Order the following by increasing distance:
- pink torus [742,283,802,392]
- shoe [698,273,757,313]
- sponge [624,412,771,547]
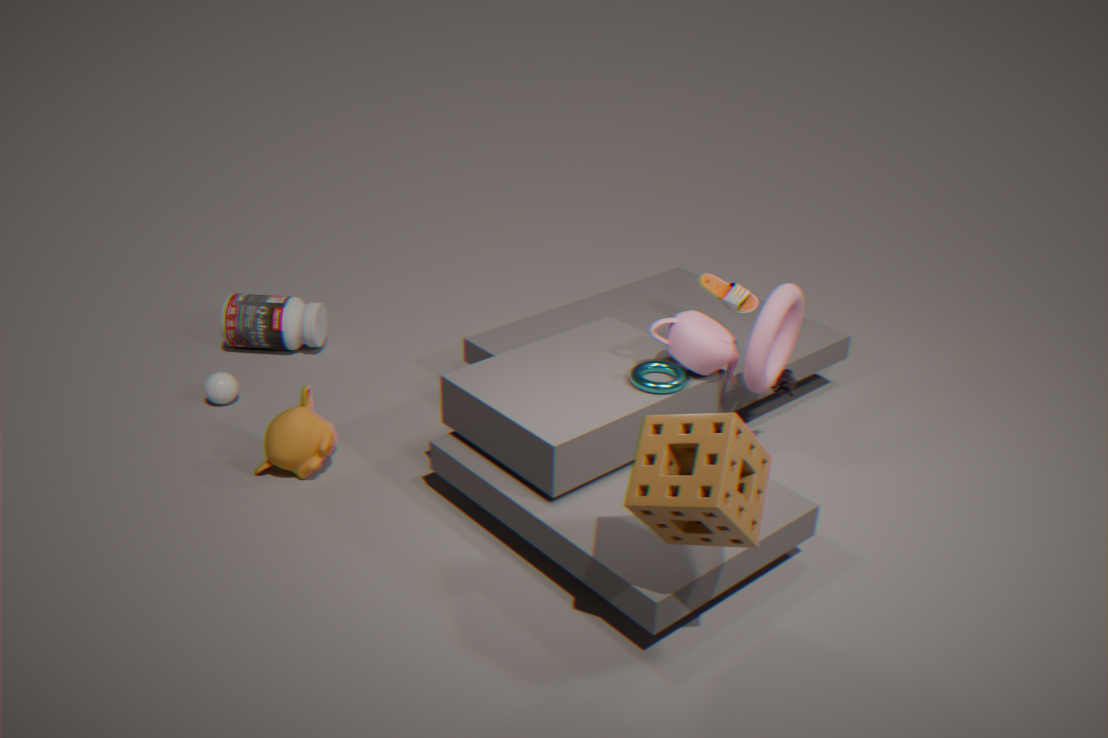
sponge [624,412,771,547], pink torus [742,283,802,392], shoe [698,273,757,313]
